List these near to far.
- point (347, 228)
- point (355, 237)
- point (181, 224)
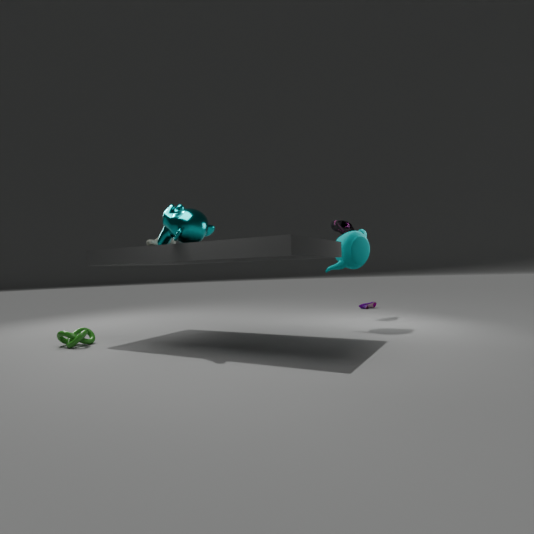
point (181, 224) < point (355, 237) < point (347, 228)
